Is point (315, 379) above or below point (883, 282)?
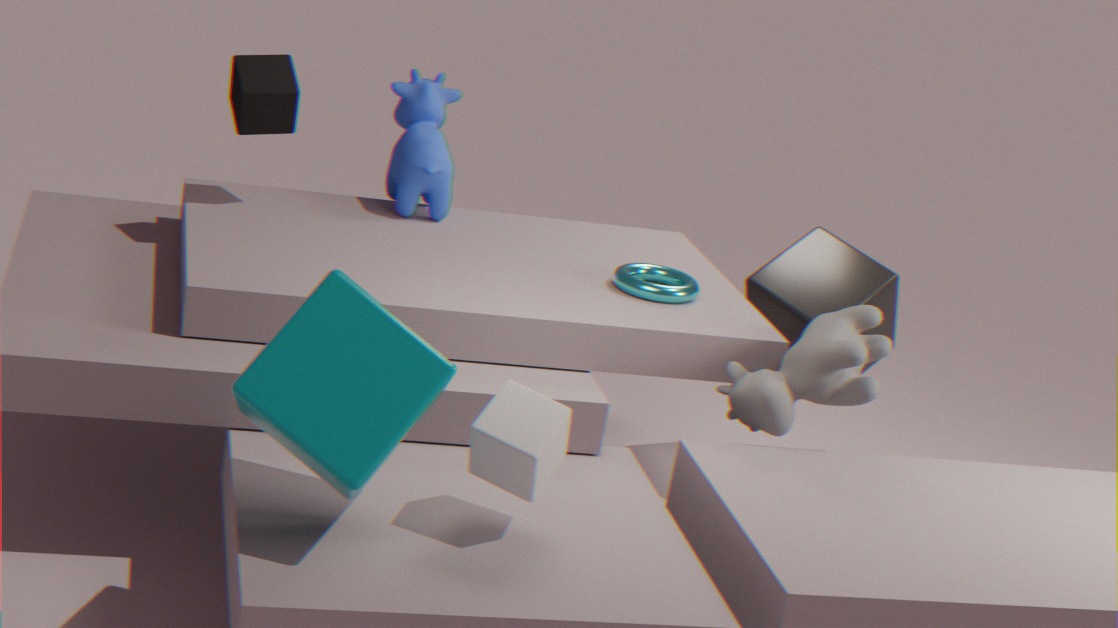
above
